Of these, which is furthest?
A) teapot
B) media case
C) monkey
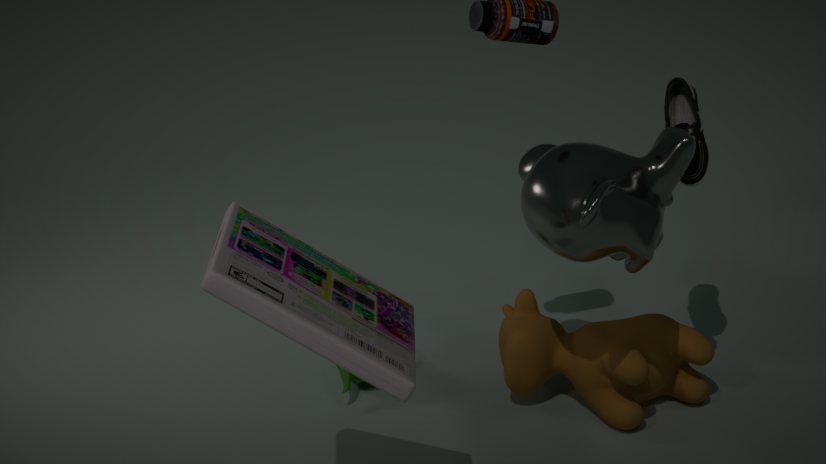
teapot
